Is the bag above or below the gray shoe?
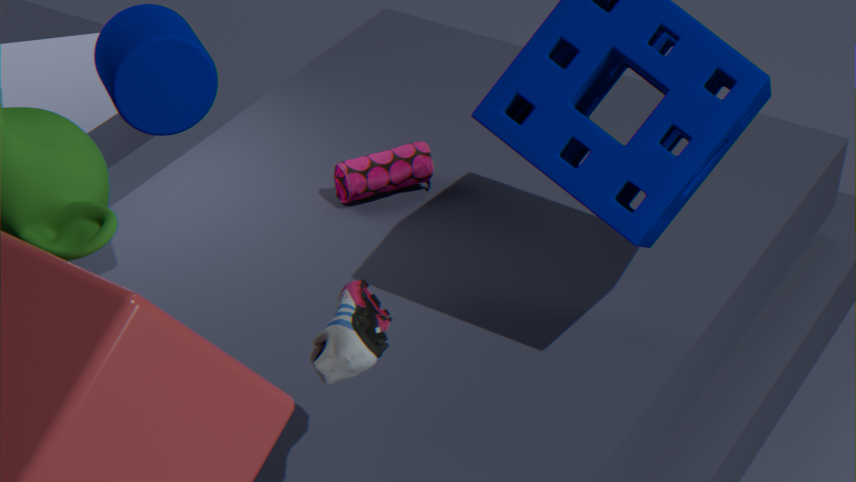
below
